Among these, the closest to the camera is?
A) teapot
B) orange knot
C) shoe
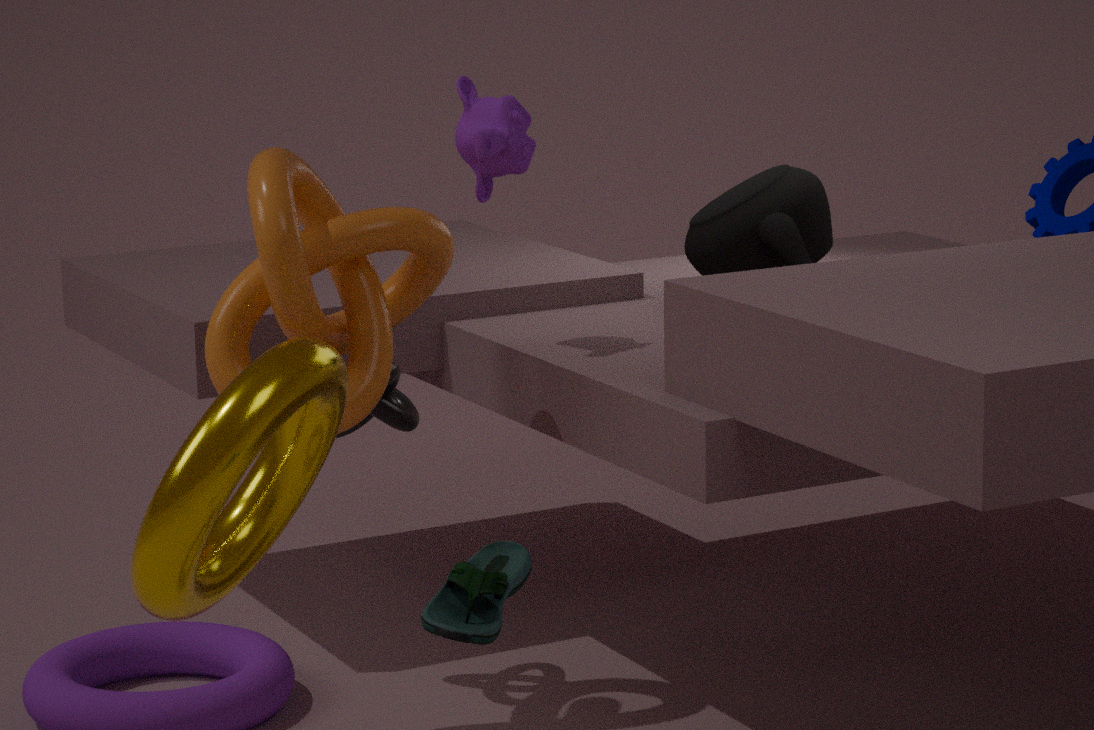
shoe
